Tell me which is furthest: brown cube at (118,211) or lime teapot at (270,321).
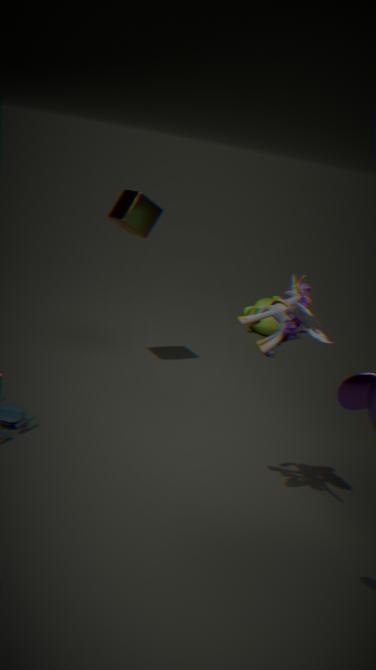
lime teapot at (270,321)
